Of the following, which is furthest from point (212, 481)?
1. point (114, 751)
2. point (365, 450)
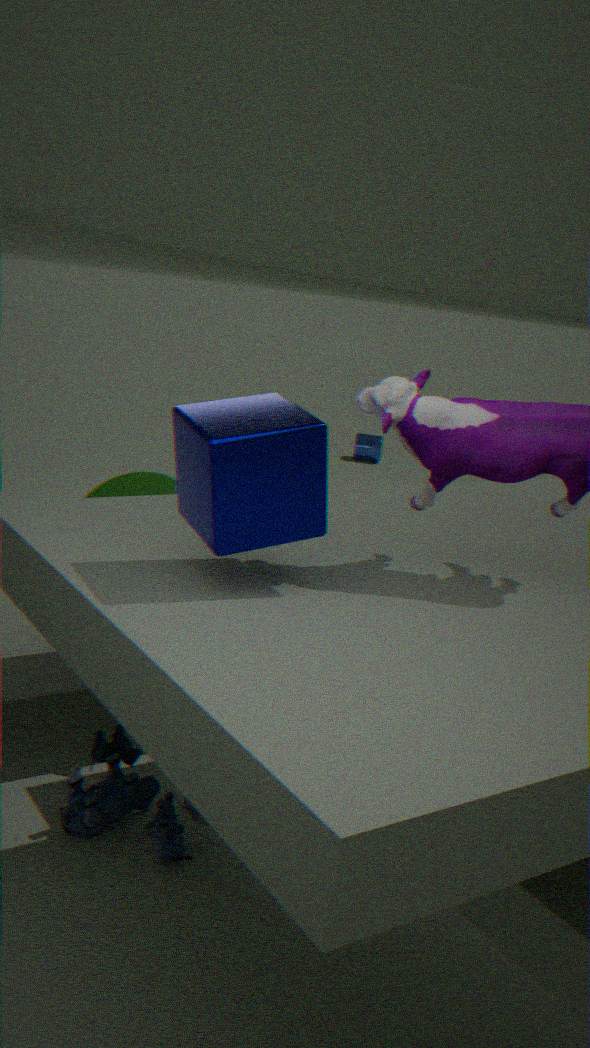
point (365, 450)
